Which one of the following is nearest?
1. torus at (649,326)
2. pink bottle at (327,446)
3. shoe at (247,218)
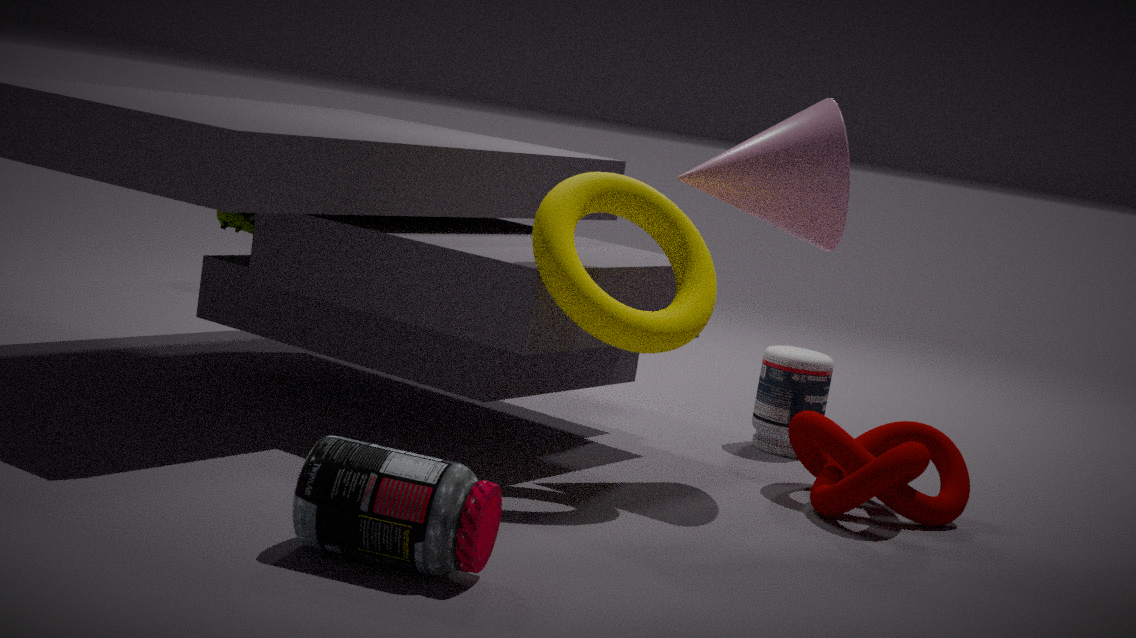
pink bottle at (327,446)
